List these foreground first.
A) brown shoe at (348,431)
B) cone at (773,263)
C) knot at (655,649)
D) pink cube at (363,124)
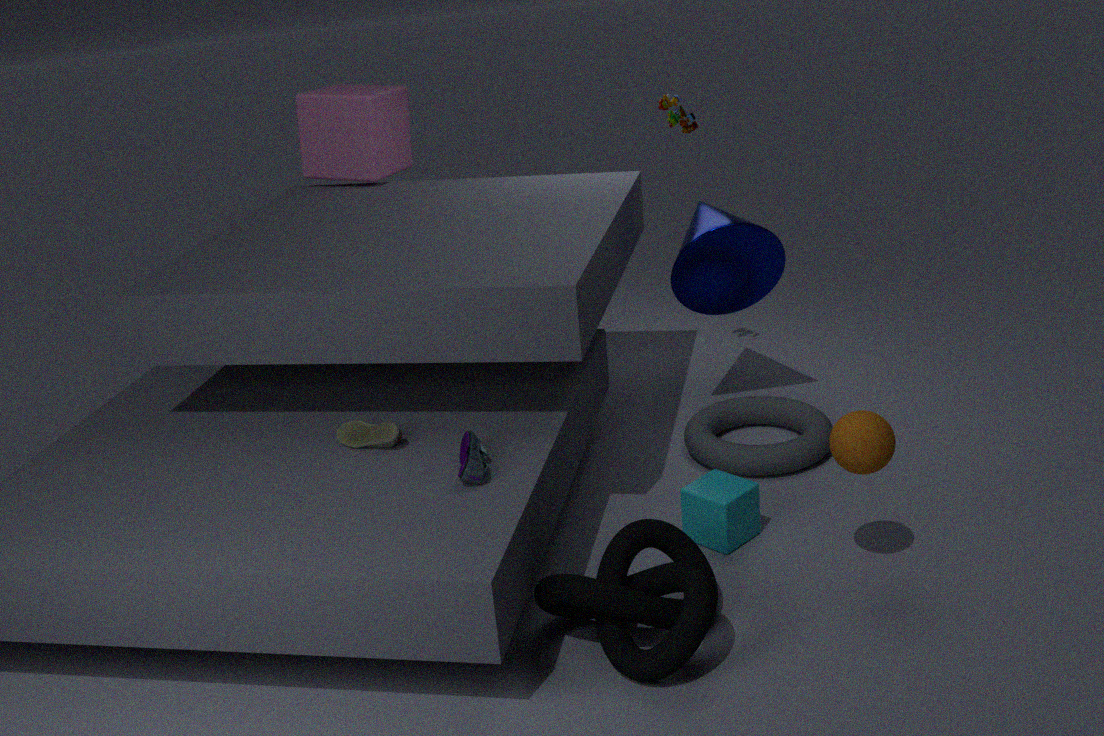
knot at (655,649) < brown shoe at (348,431) < cone at (773,263) < pink cube at (363,124)
